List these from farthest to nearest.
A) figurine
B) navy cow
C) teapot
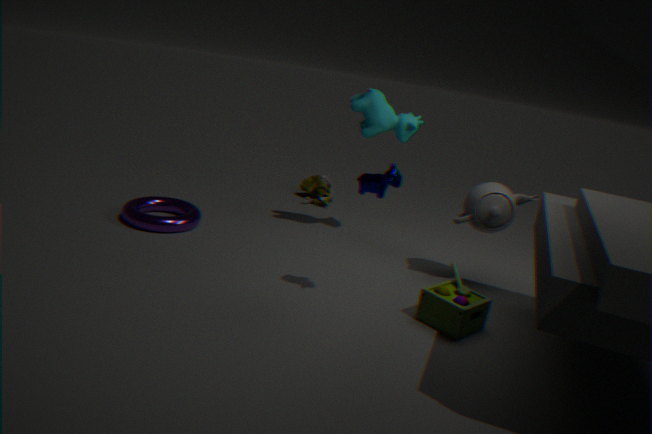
figurine → teapot → navy cow
